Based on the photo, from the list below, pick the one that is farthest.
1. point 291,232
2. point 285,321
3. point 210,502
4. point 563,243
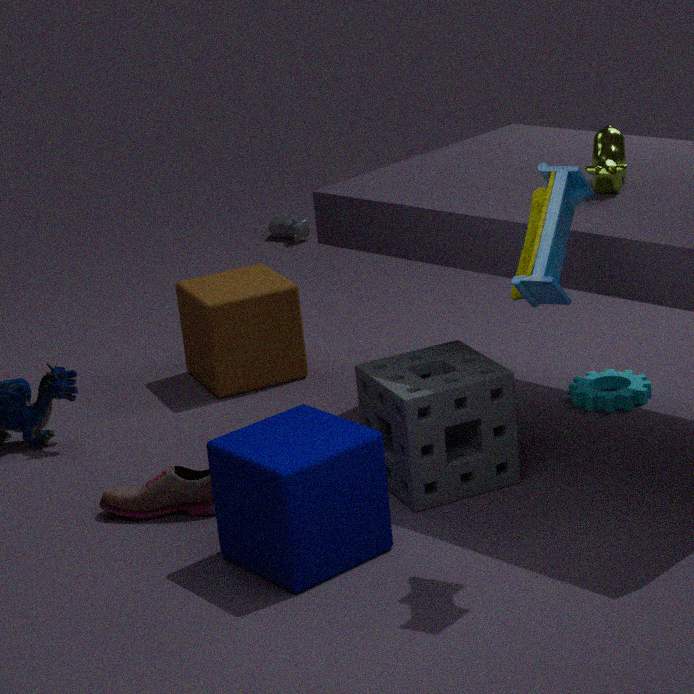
point 291,232
